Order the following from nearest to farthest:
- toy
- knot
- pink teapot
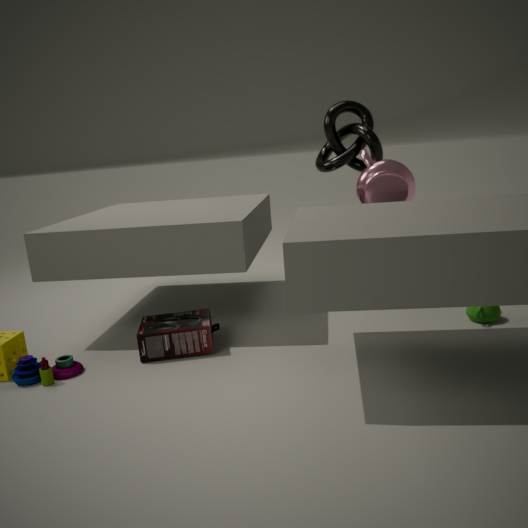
toy < pink teapot < knot
